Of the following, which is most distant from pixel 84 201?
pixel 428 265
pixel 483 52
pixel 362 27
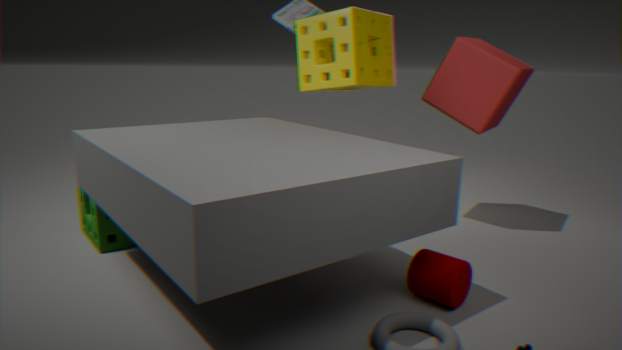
pixel 483 52
